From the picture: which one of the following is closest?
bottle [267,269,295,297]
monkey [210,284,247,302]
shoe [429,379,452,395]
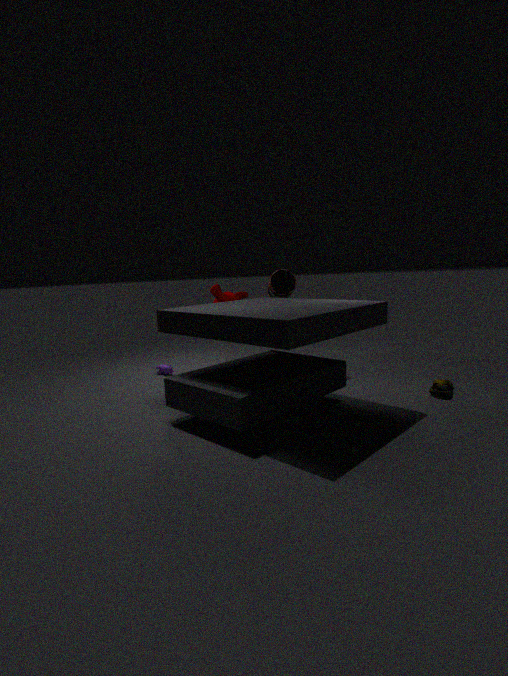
shoe [429,379,452,395]
